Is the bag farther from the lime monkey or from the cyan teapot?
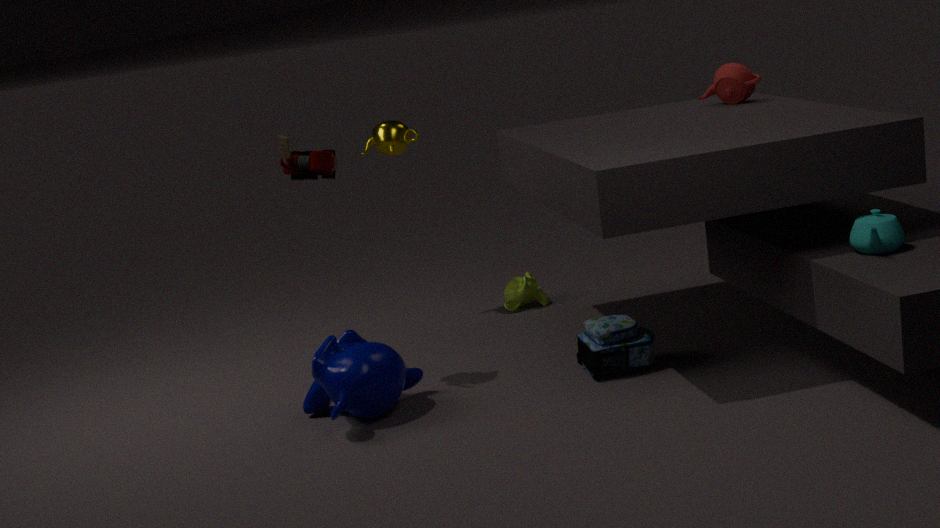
the lime monkey
